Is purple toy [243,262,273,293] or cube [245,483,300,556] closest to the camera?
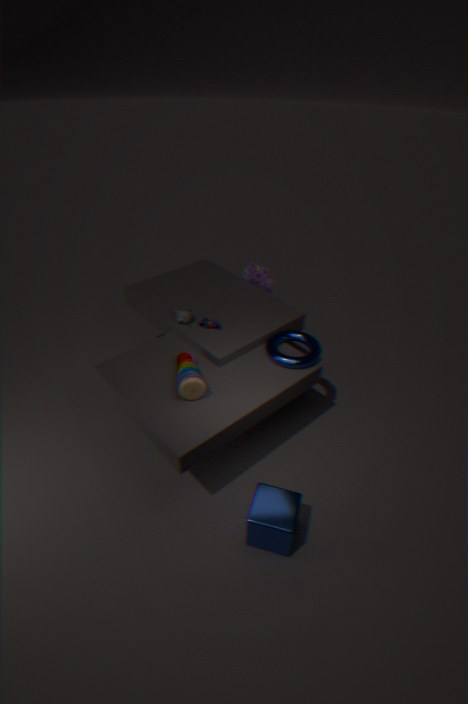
cube [245,483,300,556]
